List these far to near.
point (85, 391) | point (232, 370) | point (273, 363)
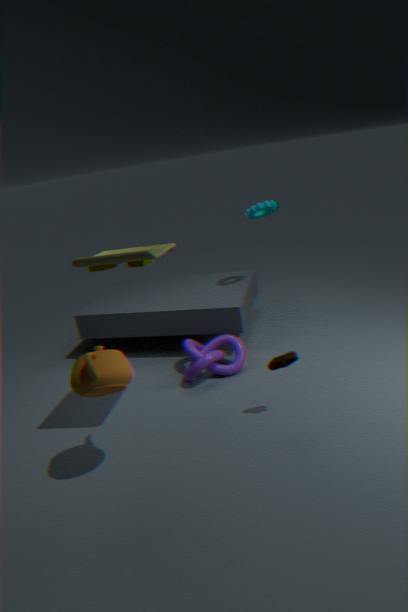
point (232, 370) < point (273, 363) < point (85, 391)
